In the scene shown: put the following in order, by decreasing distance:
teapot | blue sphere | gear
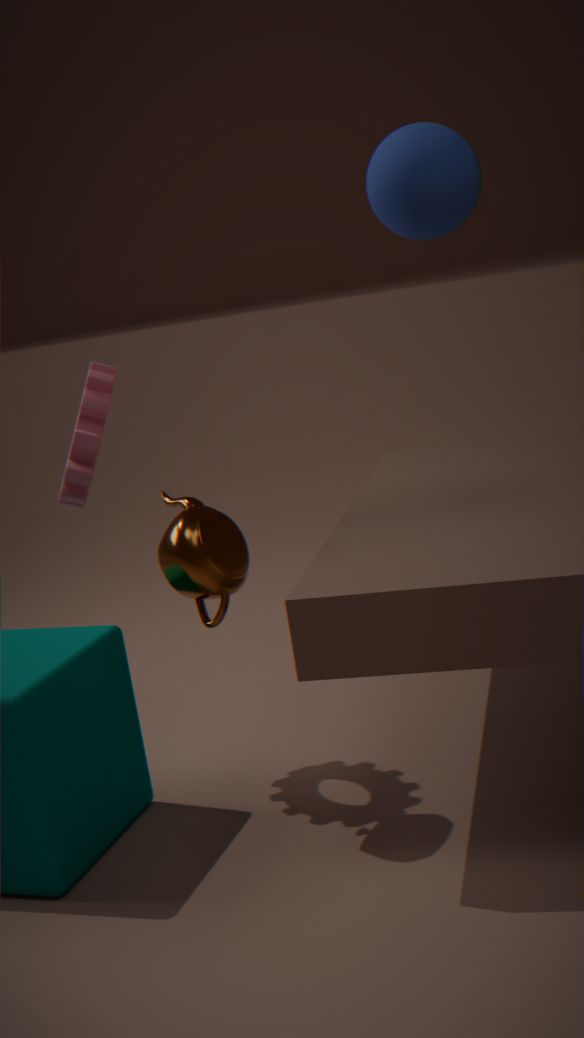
gear
teapot
blue sphere
